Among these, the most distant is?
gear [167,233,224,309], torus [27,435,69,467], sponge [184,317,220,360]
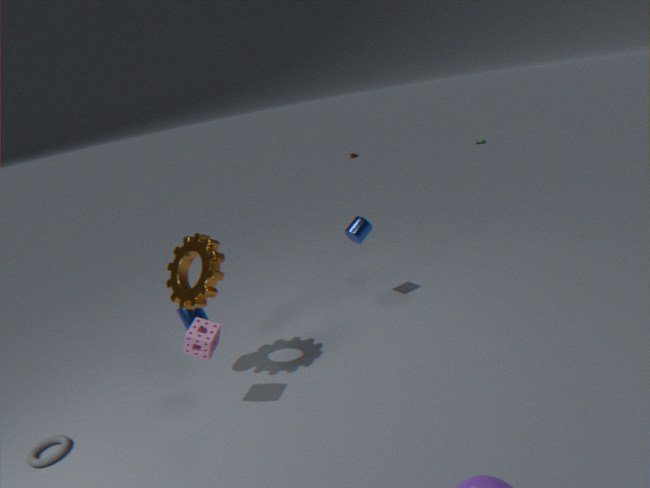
gear [167,233,224,309]
